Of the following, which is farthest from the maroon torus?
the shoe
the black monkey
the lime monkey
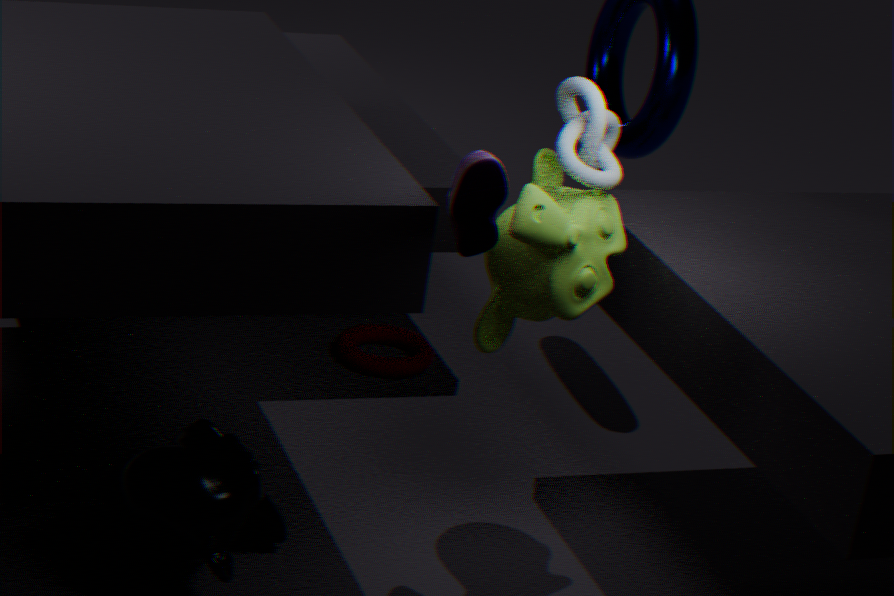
the shoe
